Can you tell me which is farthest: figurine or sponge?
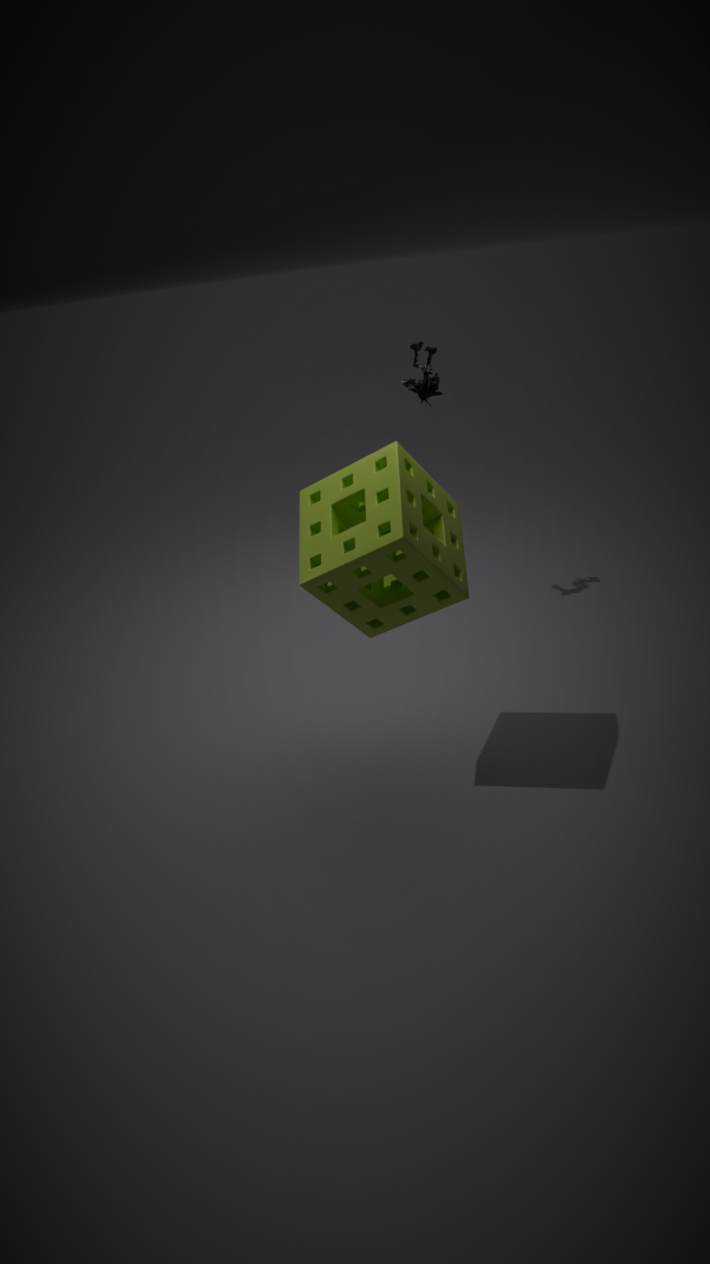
figurine
